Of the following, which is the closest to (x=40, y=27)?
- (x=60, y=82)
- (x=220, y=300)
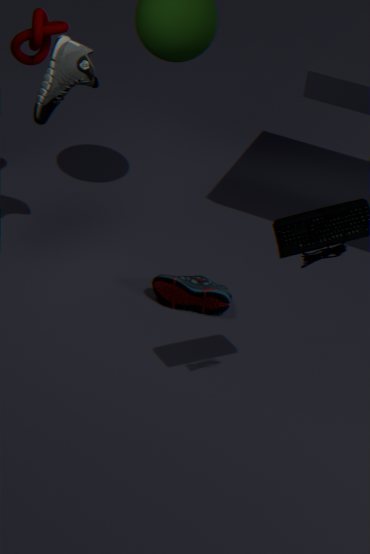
(x=60, y=82)
